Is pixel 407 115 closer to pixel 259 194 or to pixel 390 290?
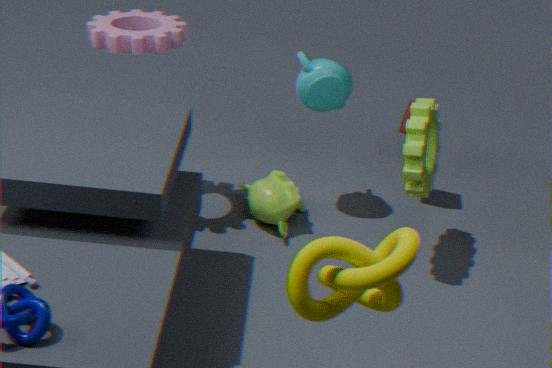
pixel 259 194
